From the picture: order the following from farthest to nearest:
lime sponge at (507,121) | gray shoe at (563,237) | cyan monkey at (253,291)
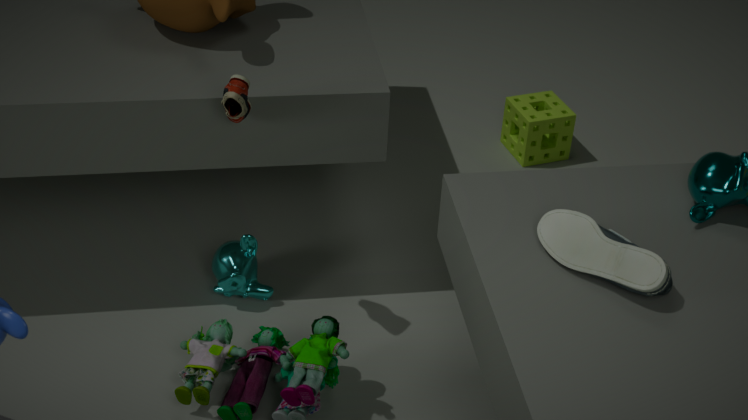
lime sponge at (507,121), cyan monkey at (253,291), gray shoe at (563,237)
